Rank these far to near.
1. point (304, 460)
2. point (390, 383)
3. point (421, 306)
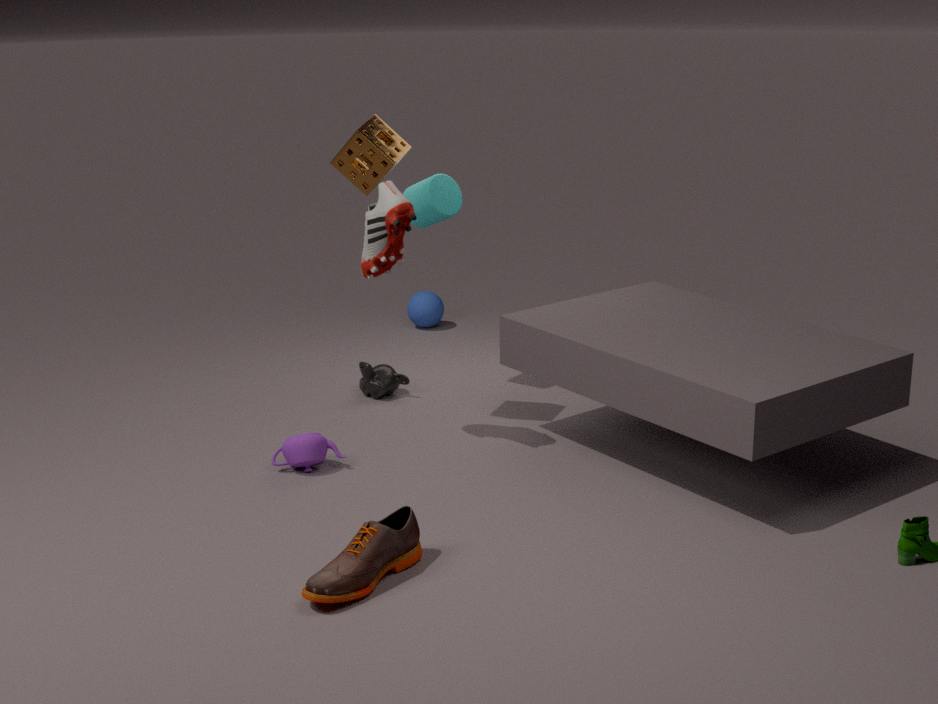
point (421, 306)
point (390, 383)
point (304, 460)
